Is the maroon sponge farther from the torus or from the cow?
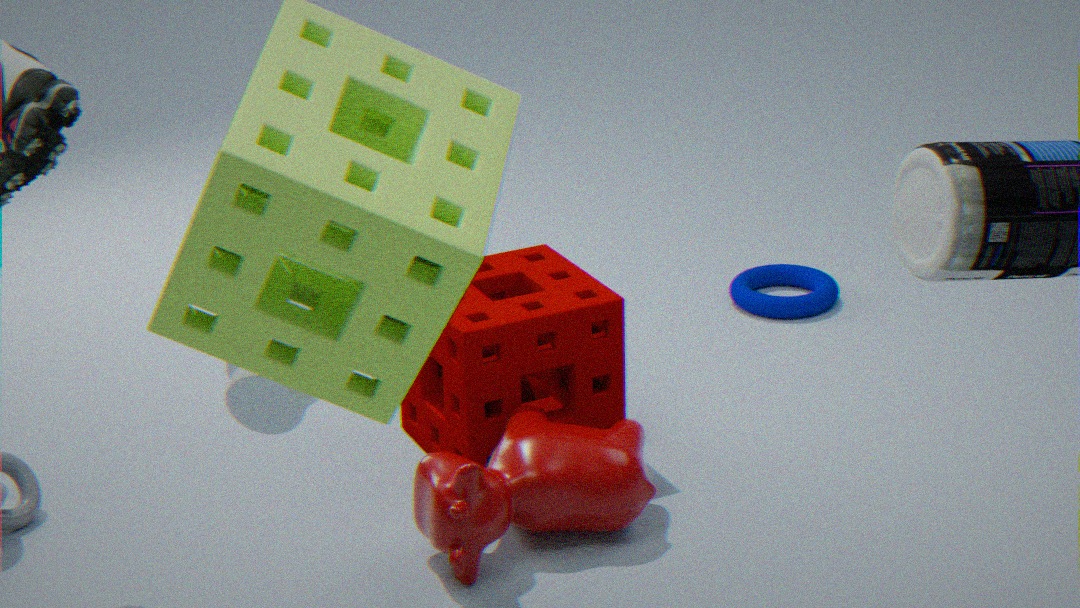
the torus
